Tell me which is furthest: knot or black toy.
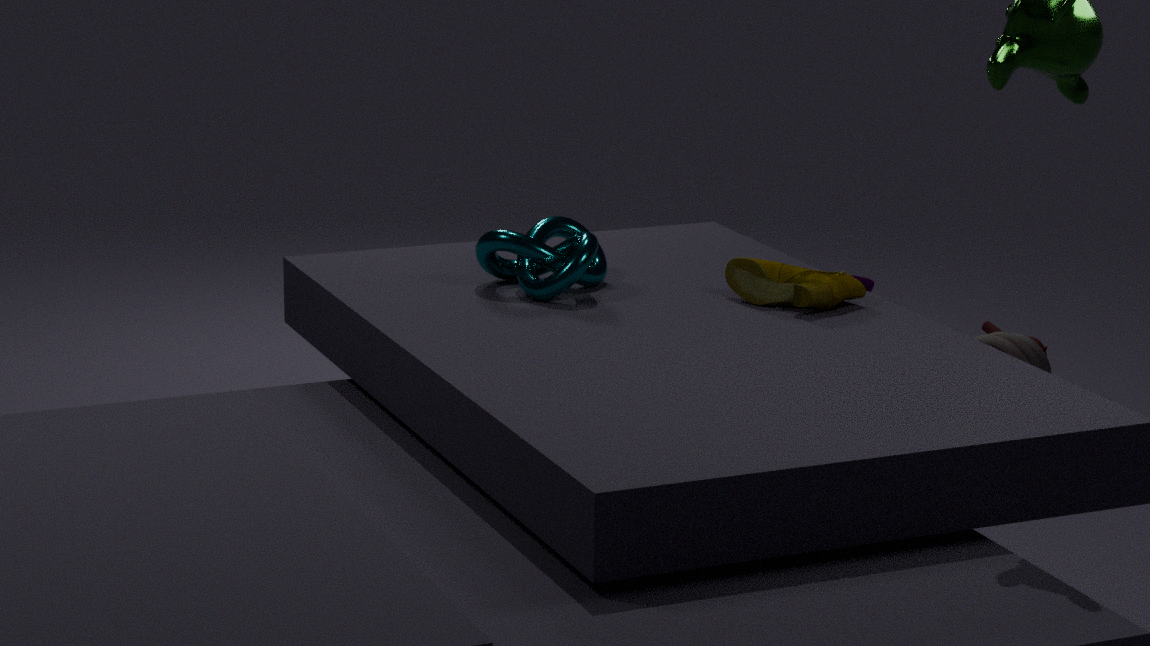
black toy
